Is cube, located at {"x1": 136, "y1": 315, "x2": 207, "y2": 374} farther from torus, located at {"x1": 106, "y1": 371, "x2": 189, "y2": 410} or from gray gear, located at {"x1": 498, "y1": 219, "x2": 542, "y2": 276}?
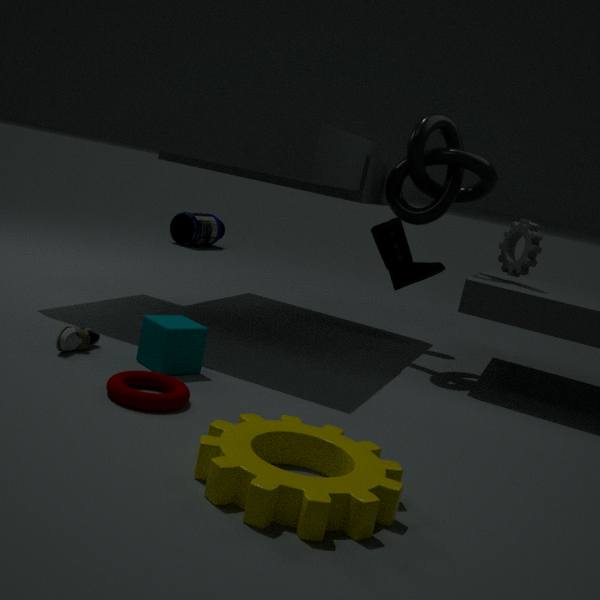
gray gear, located at {"x1": 498, "y1": 219, "x2": 542, "y2": 276}
